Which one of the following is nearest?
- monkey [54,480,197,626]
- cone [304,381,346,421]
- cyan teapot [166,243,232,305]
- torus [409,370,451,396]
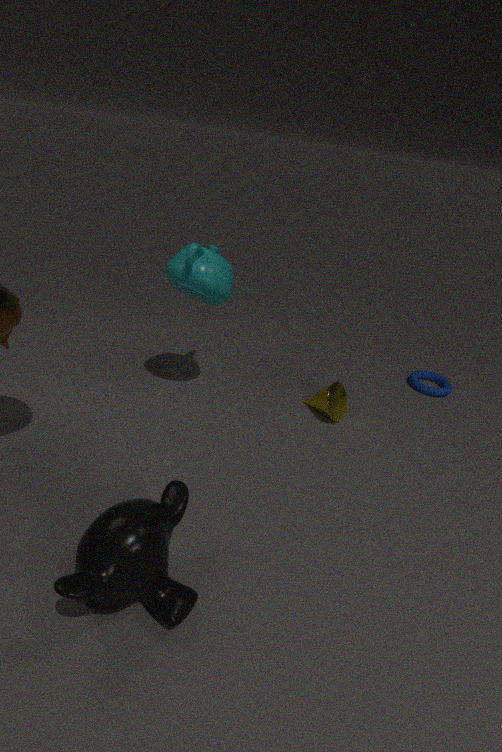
monkey [54,480,197,626]
